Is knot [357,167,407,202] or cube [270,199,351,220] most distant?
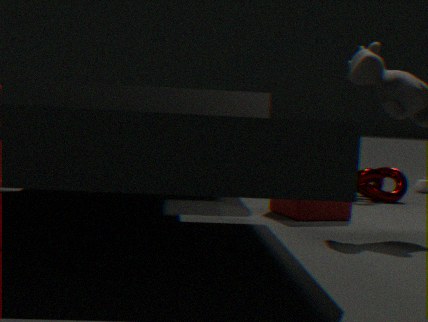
knot [357,167,407,202]
